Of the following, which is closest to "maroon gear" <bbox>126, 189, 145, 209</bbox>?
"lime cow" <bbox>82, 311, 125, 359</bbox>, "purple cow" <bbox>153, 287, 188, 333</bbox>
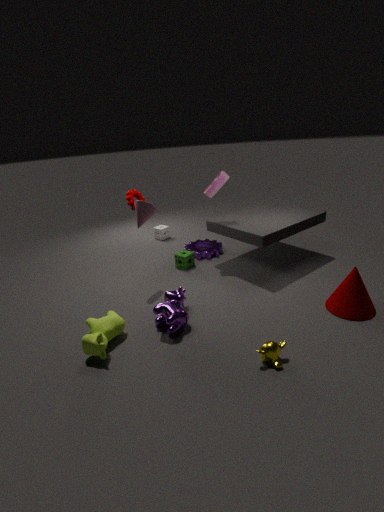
"purple cow" <bbox>153, 287, 188, 333</bbox>
